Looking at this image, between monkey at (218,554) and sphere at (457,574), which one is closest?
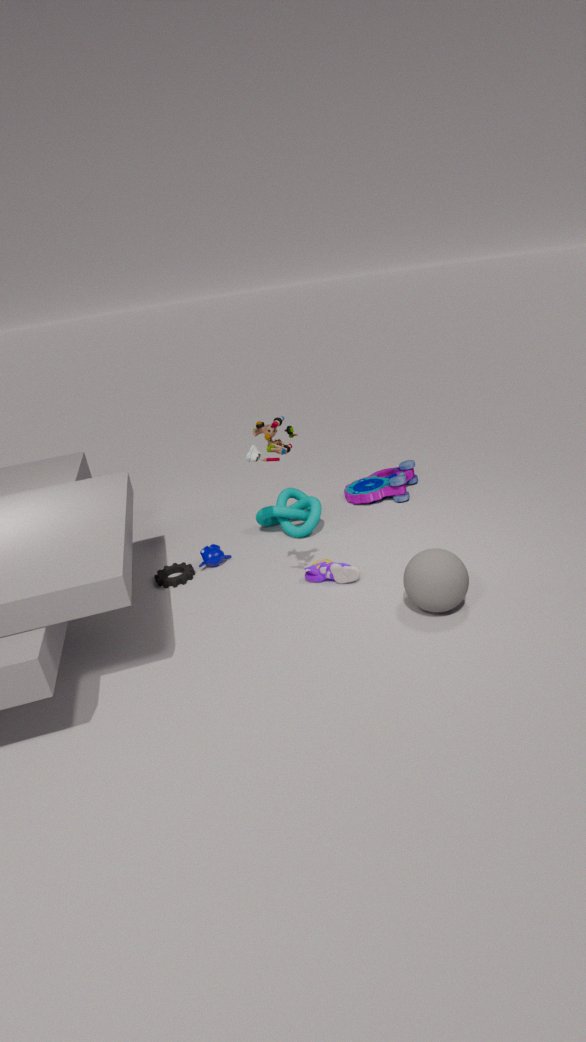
sphere at (457,574)
